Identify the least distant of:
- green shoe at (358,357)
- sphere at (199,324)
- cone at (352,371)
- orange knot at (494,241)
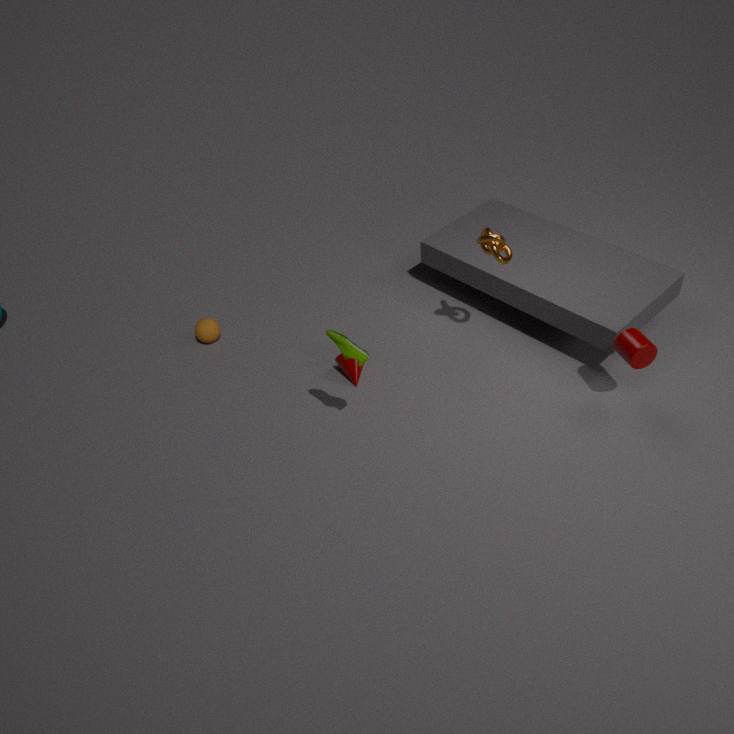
green shoe at (358,357)
